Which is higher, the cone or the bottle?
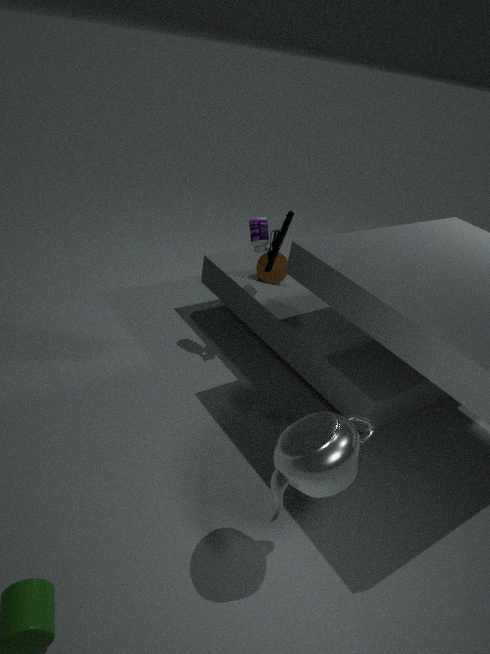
the bottle
